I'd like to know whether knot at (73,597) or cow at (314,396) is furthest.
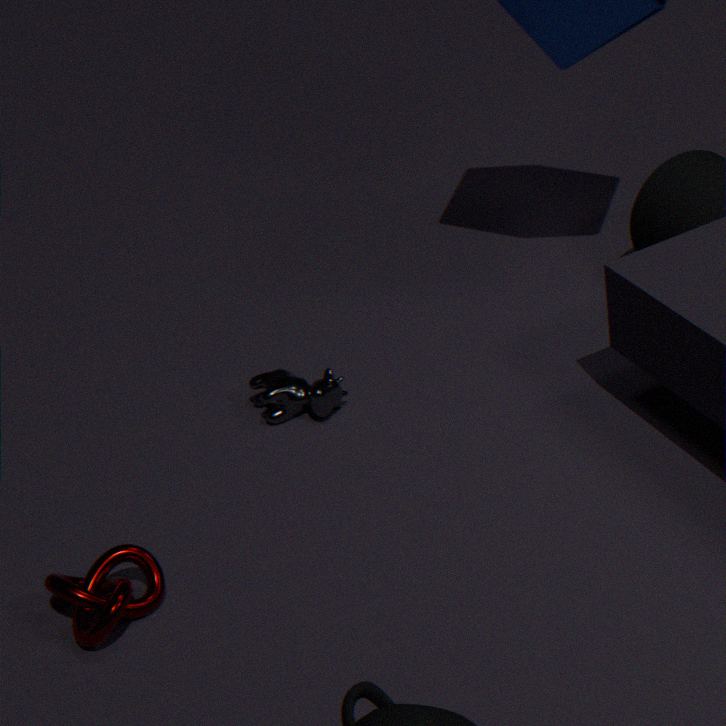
cow at (314,396)
